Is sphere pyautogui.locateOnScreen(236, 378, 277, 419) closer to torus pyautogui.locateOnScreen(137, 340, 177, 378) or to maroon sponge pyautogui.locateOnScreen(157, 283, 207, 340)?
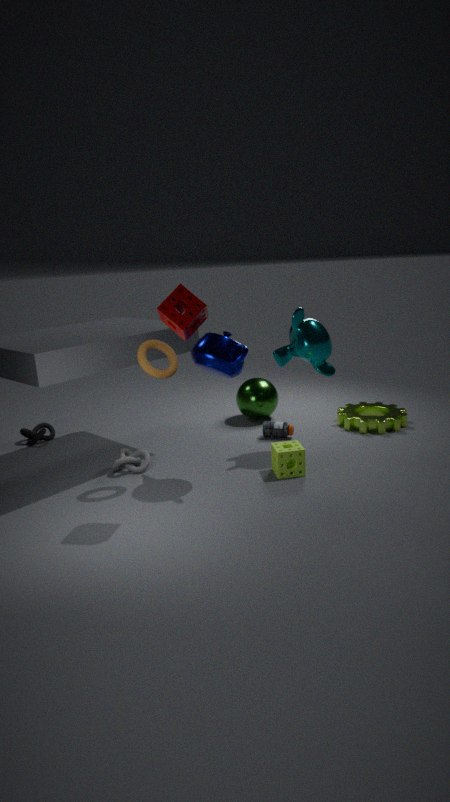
torus pyautogui.locateOnScreen(137, 340, 177, 378)
